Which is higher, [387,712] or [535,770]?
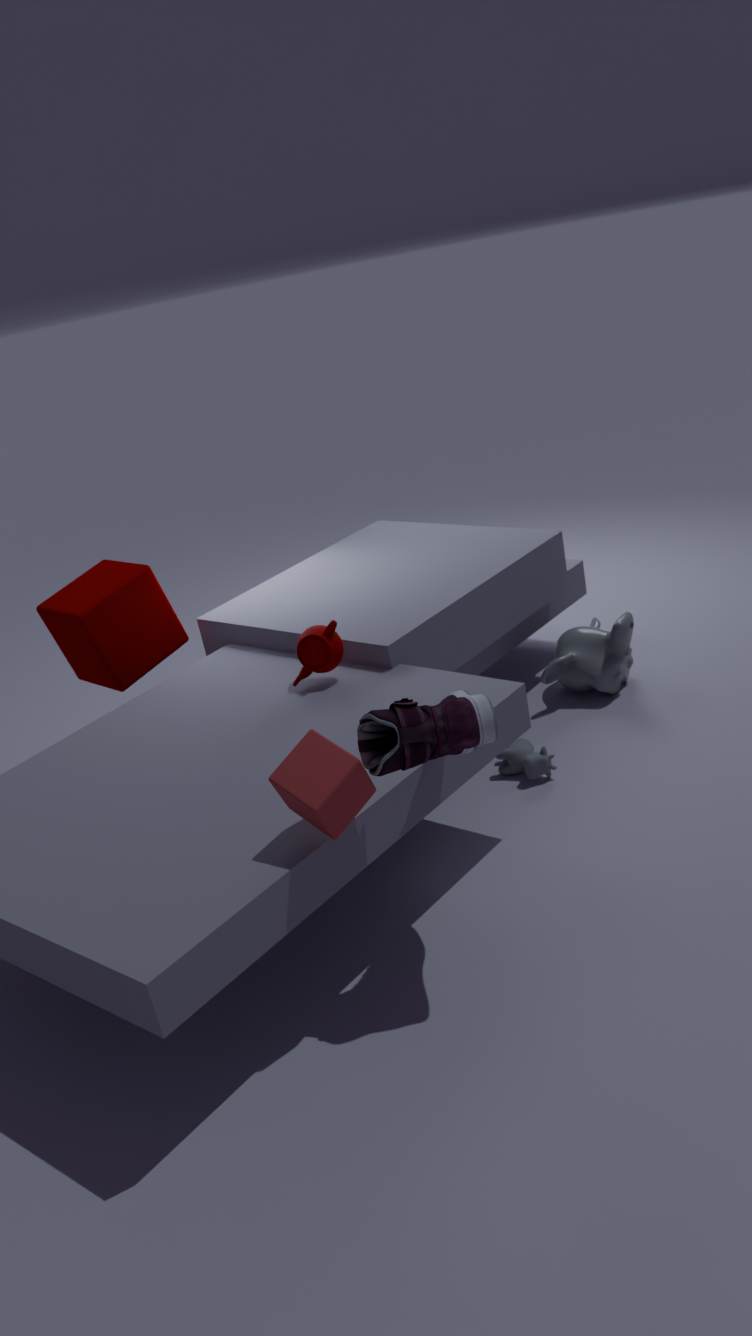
[387,712]
